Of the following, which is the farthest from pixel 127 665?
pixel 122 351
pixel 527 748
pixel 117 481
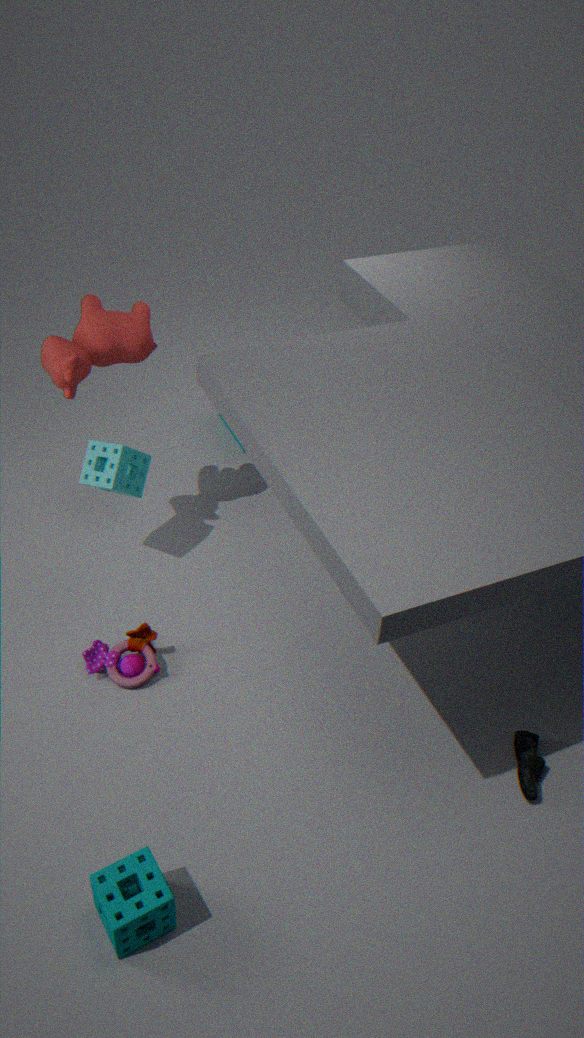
pixel 527 748
